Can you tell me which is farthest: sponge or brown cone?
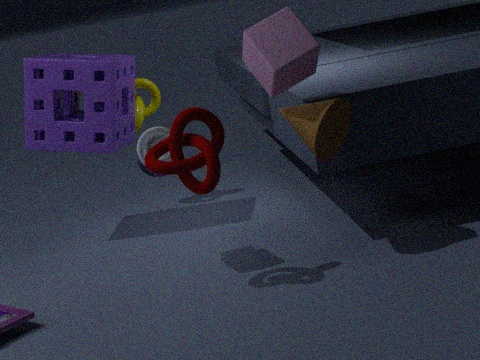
sponge
